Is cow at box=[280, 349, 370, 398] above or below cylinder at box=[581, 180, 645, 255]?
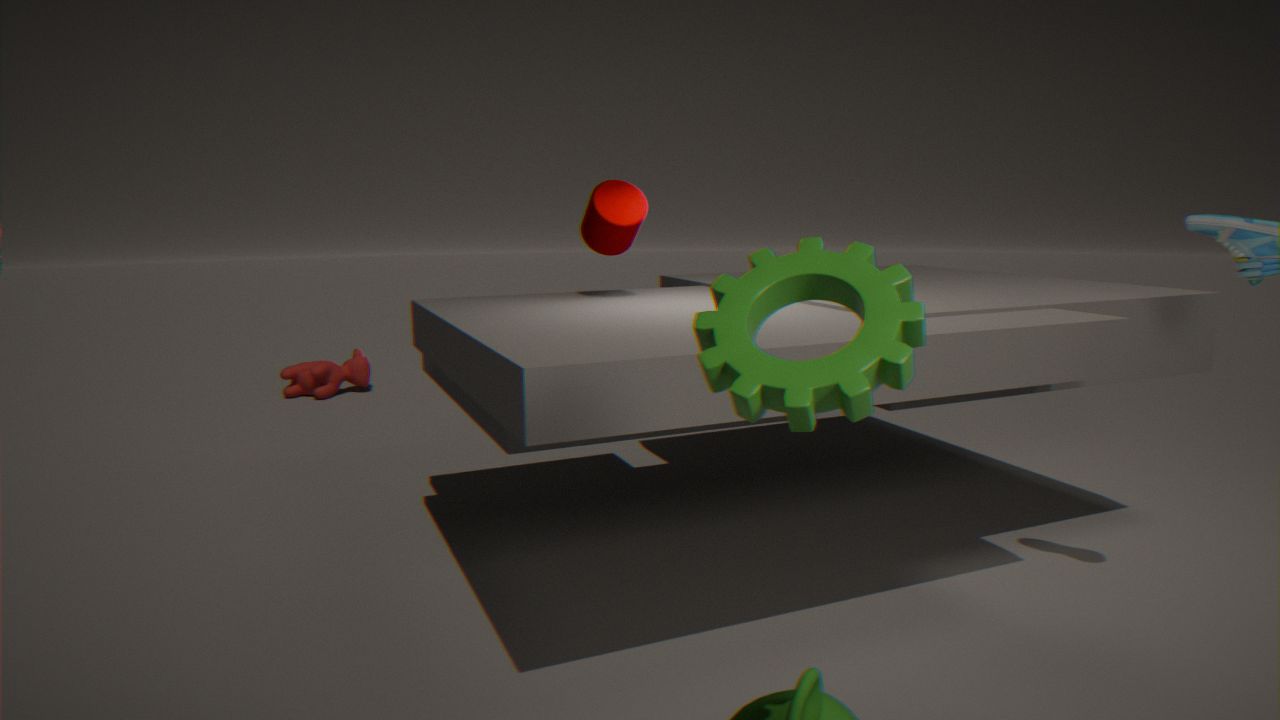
below
